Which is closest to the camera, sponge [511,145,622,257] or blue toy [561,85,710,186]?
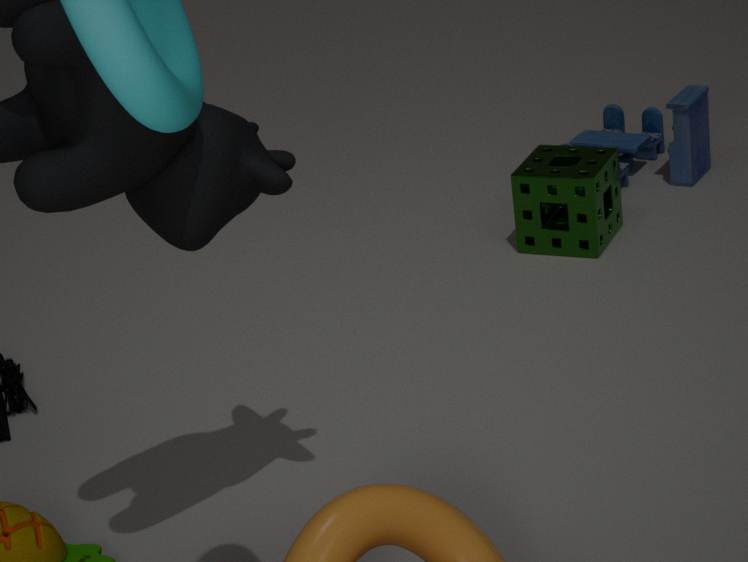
sponge [511,145,622,257]
